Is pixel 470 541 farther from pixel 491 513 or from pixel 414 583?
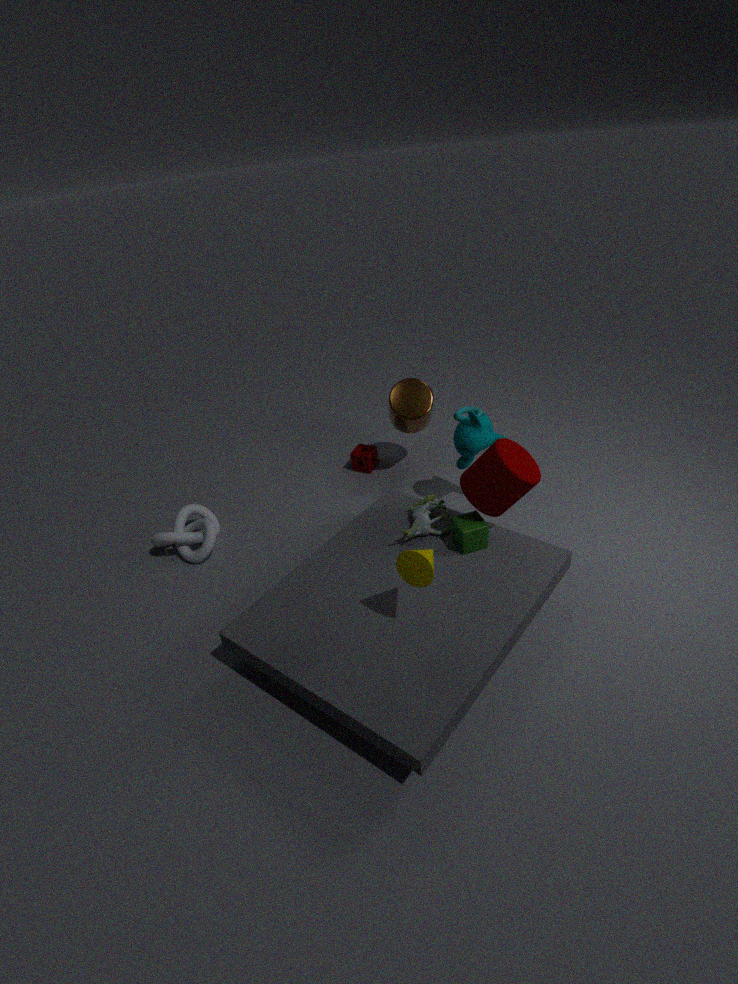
pixel 414 583
